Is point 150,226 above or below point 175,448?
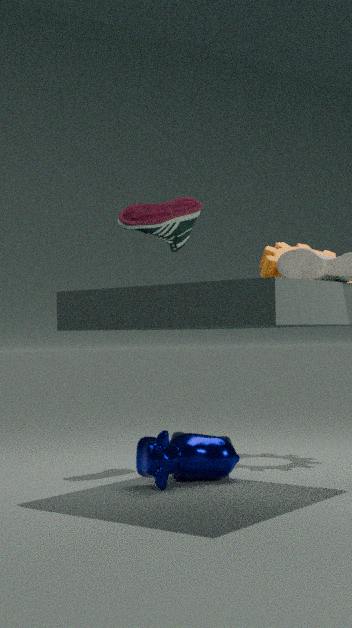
above
